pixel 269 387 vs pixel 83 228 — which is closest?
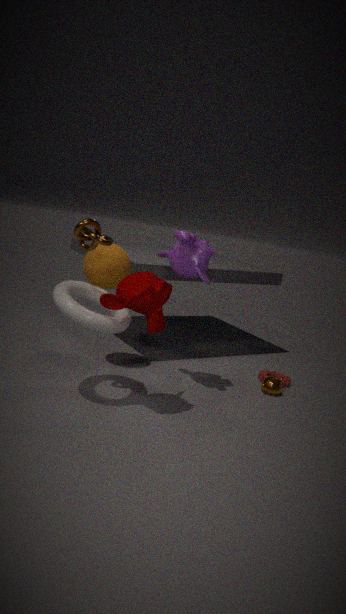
pixel 83 228
